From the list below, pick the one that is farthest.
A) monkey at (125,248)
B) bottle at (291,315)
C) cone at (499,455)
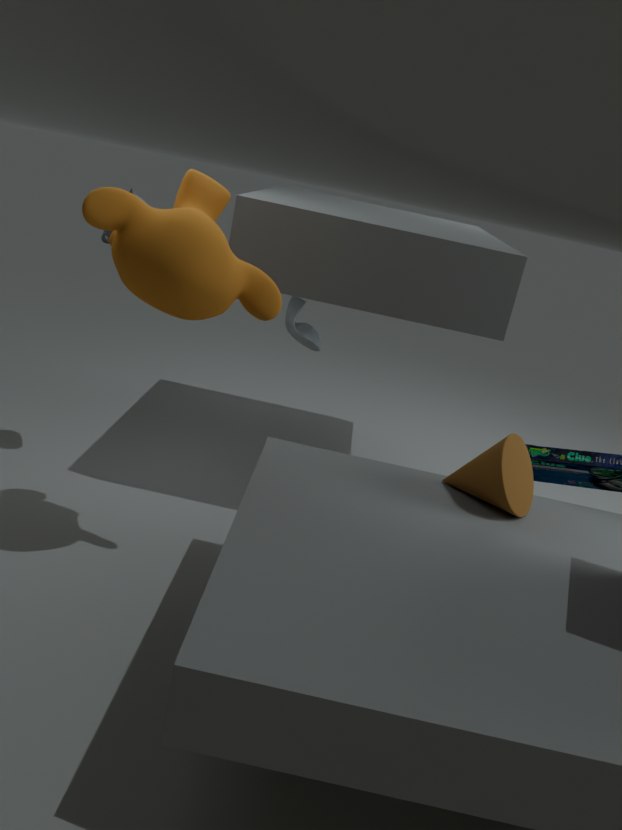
bottle at (291,315)
